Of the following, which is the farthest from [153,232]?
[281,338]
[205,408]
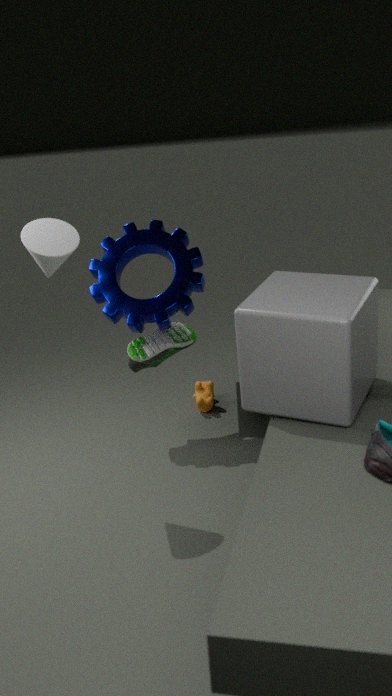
[281,338]
